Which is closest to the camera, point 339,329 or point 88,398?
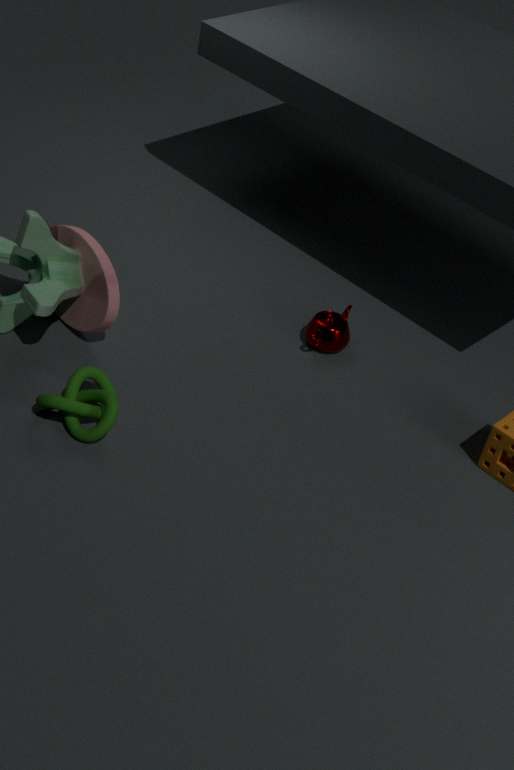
point 88,398
